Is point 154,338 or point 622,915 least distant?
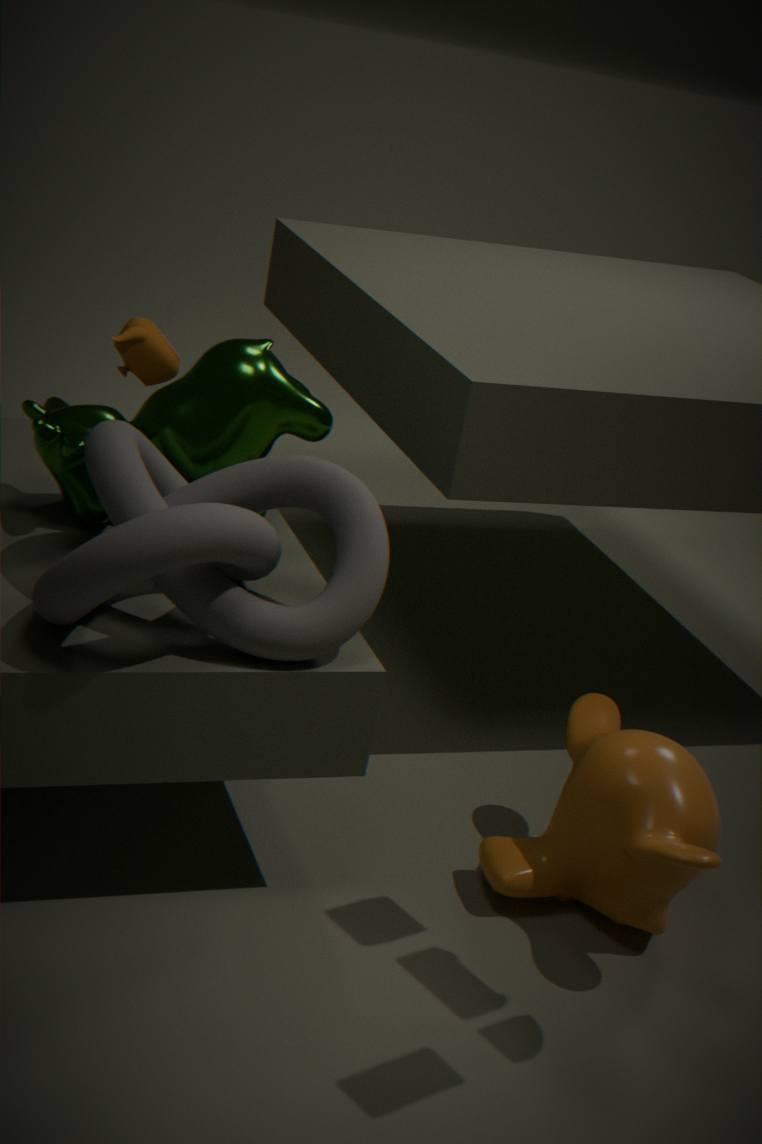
point 622,915
